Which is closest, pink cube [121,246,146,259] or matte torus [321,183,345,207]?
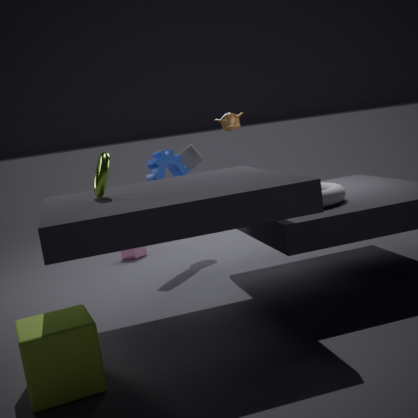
matte torus [321,183,345,207]
